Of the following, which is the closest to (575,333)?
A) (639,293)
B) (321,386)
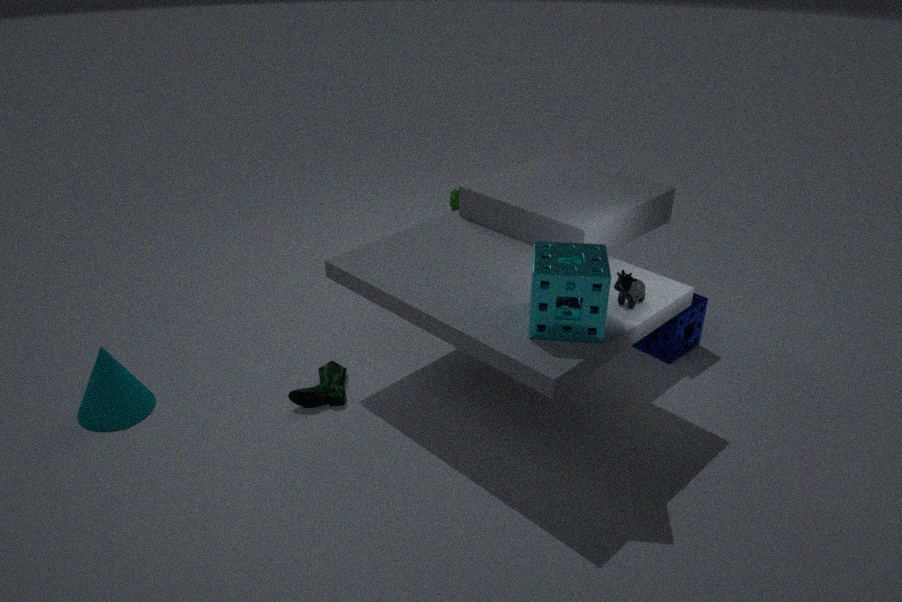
(639,293)
